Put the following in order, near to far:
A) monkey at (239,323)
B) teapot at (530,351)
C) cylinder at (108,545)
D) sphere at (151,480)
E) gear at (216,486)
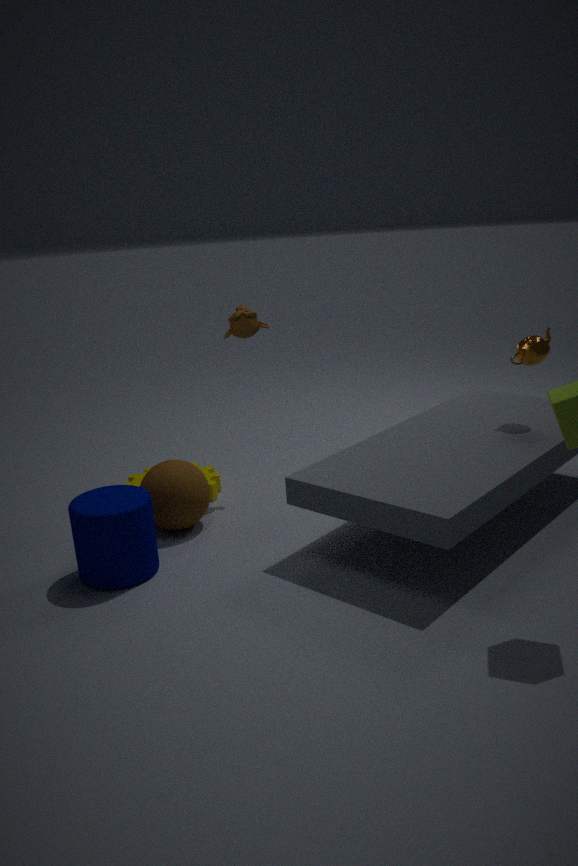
cylinder at (108,545) → sphere at (151,480) → teapot at (530,351) → monkey at (239,323) → gear at (216,486)
